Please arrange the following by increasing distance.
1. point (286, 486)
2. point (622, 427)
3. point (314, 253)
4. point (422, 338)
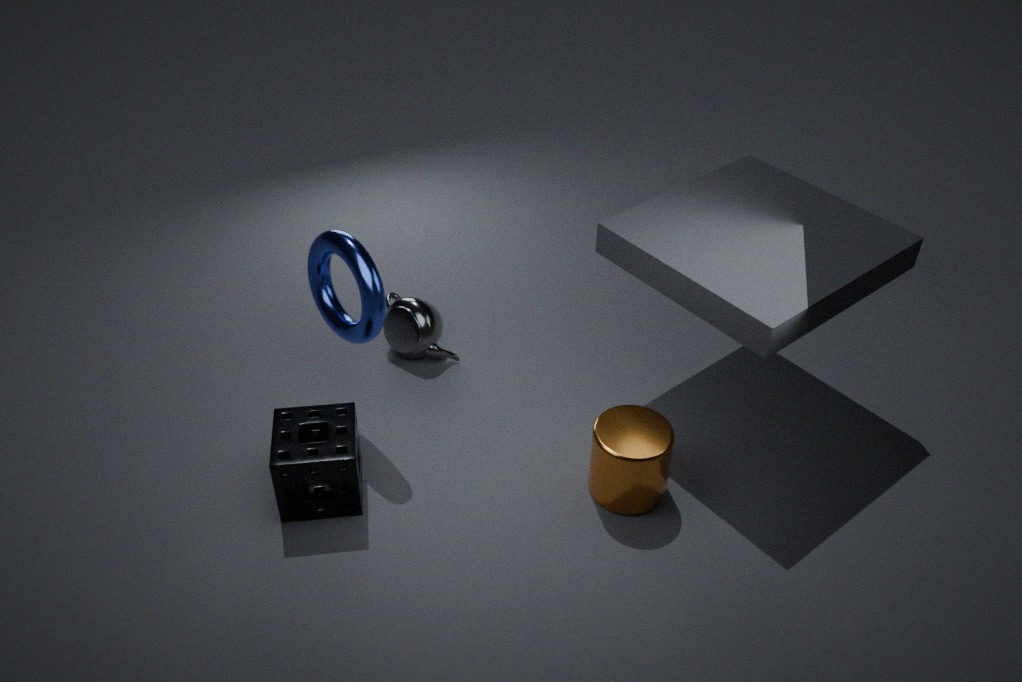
1. point (286, 486)
2. point (622, 427)
3. point (314, 253)
4. point (422, 338)
